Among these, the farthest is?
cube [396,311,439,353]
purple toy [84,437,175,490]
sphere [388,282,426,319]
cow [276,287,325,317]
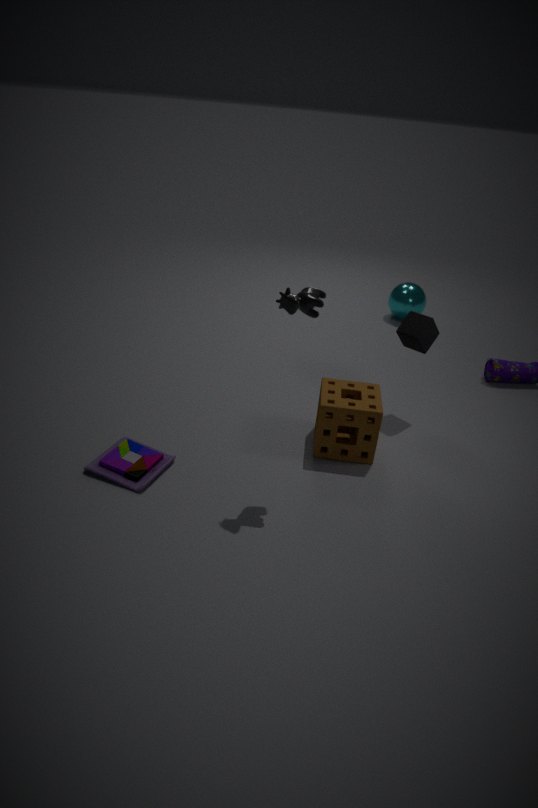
sphere [388,282,426,319]
